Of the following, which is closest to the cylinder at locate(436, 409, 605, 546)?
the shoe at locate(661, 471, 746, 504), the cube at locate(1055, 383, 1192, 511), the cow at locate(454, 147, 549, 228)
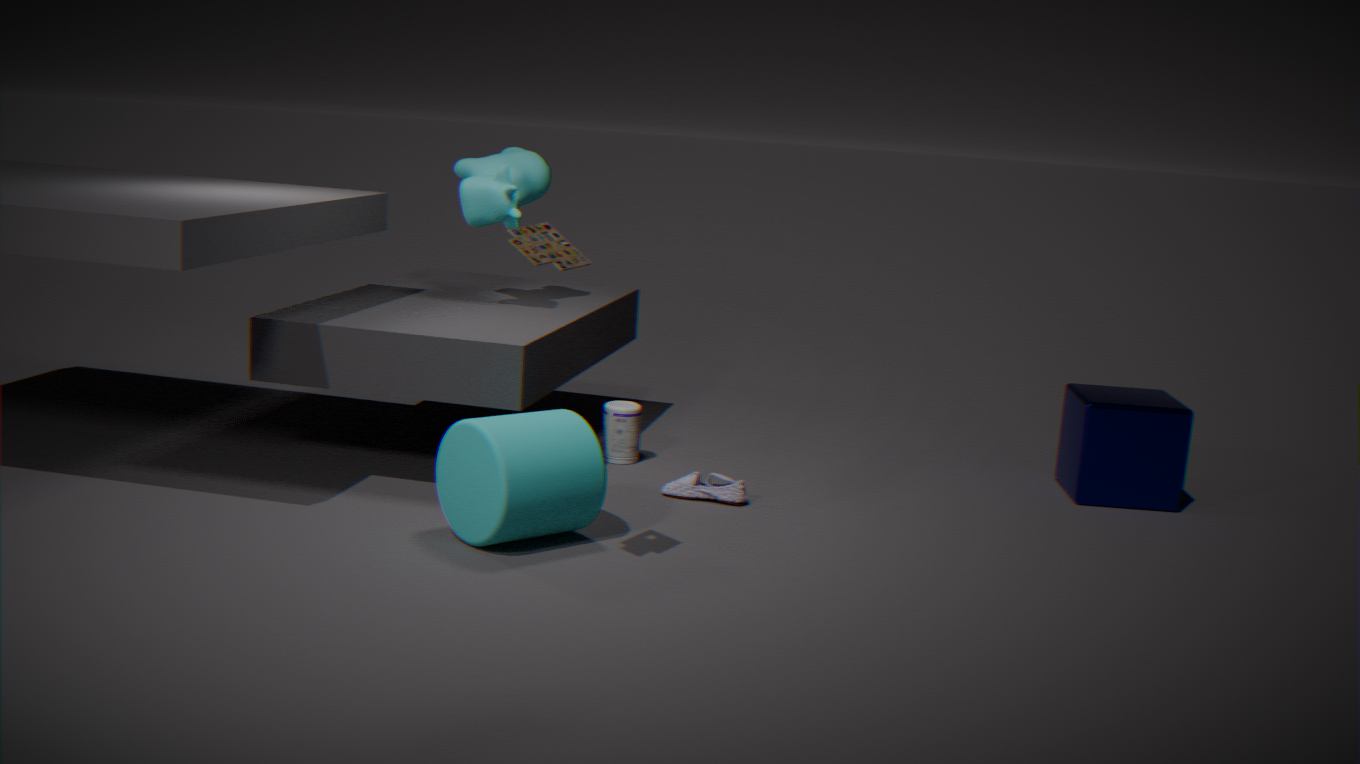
the shoe at locate(661, 471, 746, 504)
